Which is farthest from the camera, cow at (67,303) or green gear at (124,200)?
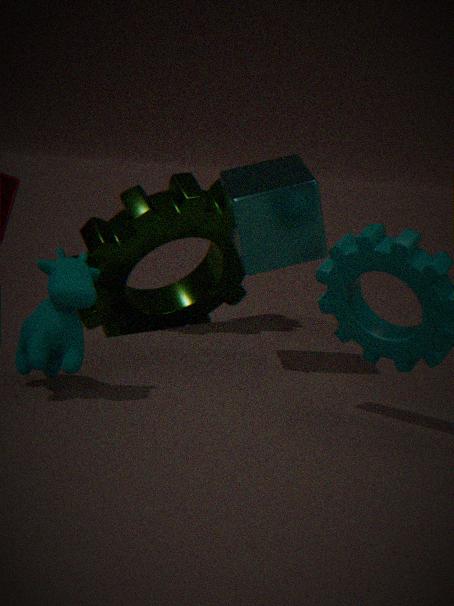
Result: green gear at (124,200)
